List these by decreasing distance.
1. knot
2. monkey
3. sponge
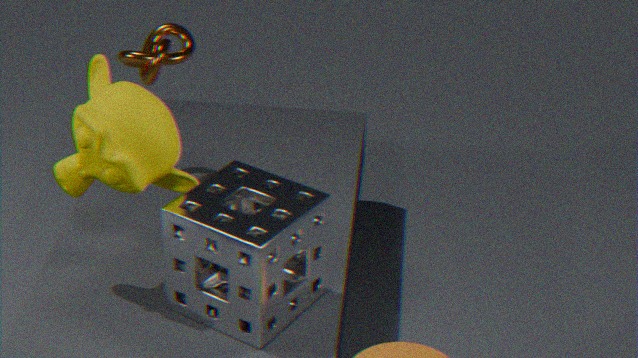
knot, monkey, sponge
